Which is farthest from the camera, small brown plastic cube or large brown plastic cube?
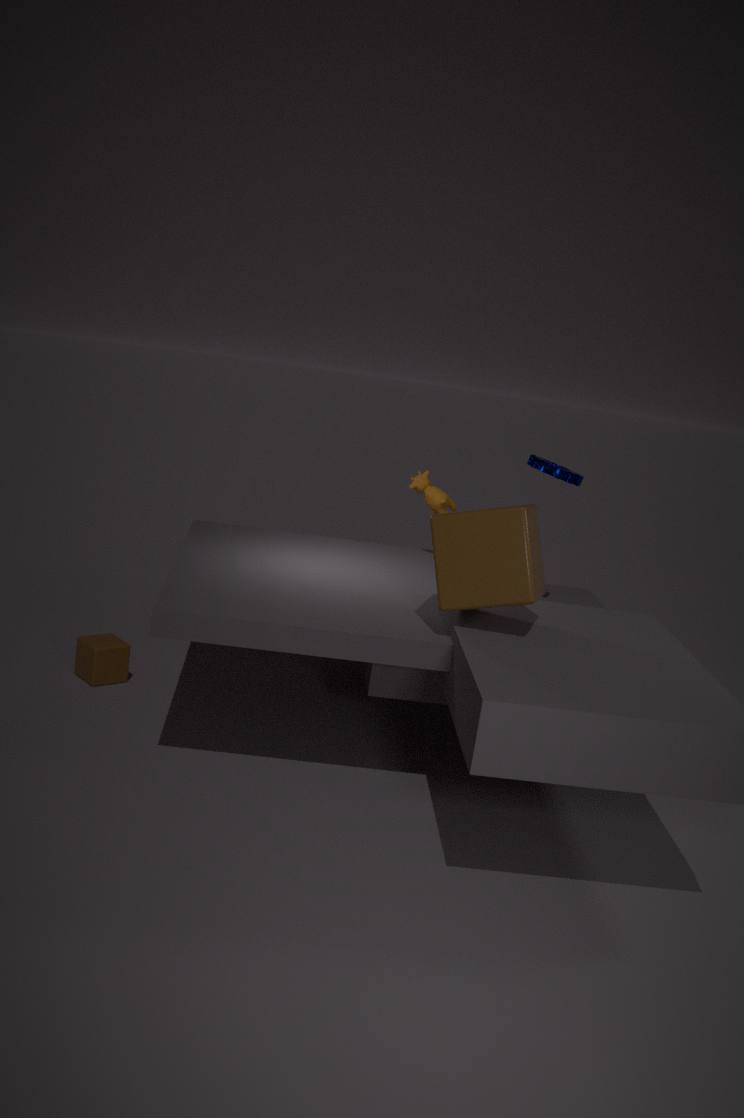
small brown plastic cube
